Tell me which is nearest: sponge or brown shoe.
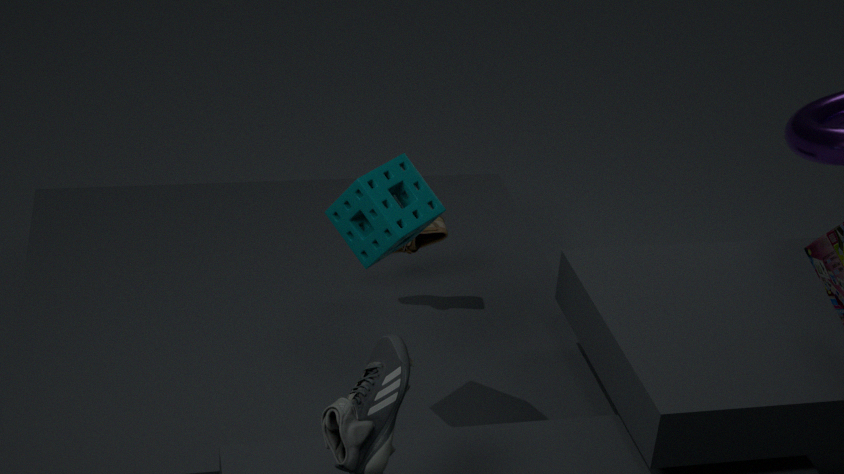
sponge
